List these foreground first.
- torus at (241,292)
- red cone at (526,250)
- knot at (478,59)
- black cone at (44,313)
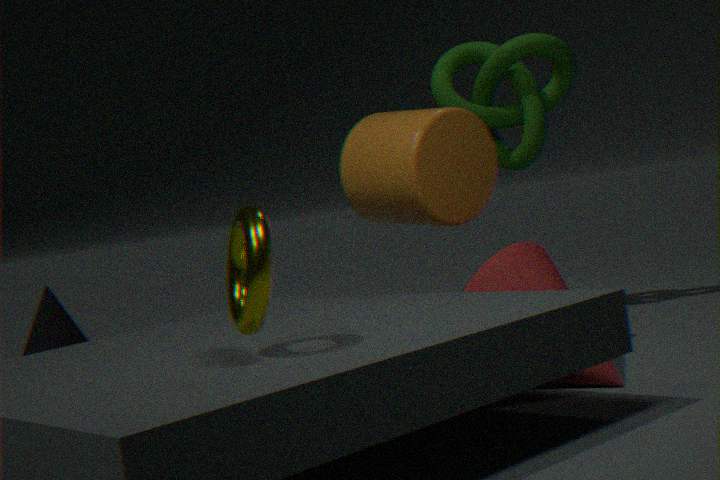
1. torus at (241,292)
2. red cone at (526,250)
3. black cone at (44,313)
4. knot at (478,59)
